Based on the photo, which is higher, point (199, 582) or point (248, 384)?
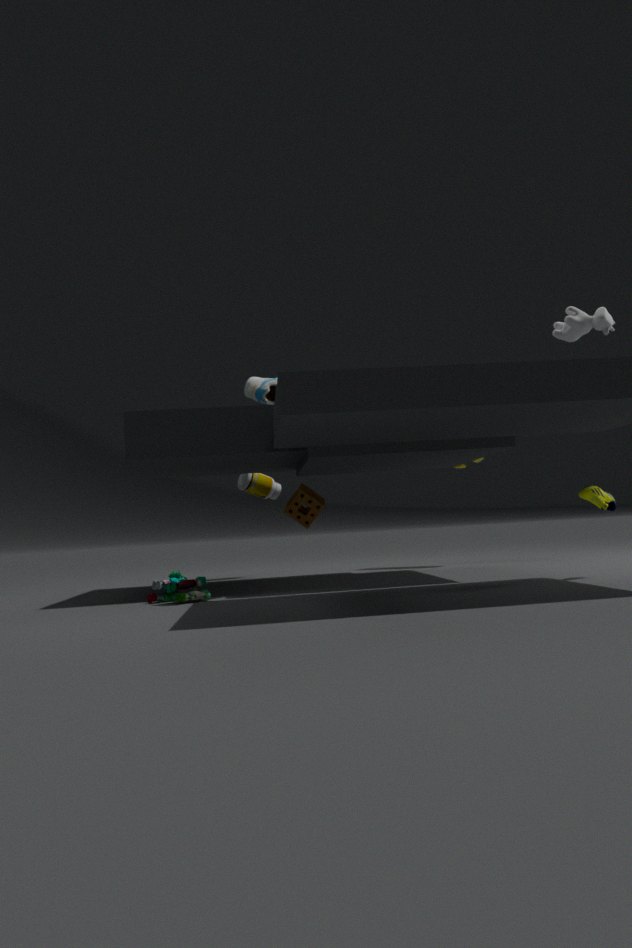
point (248, 384)
